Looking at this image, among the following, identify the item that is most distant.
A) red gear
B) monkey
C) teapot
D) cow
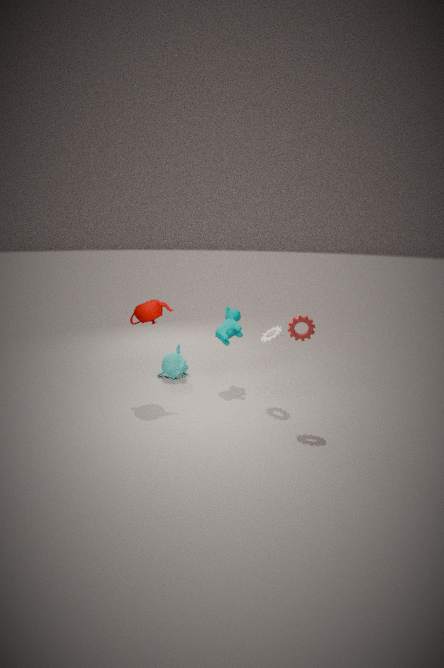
monkey
